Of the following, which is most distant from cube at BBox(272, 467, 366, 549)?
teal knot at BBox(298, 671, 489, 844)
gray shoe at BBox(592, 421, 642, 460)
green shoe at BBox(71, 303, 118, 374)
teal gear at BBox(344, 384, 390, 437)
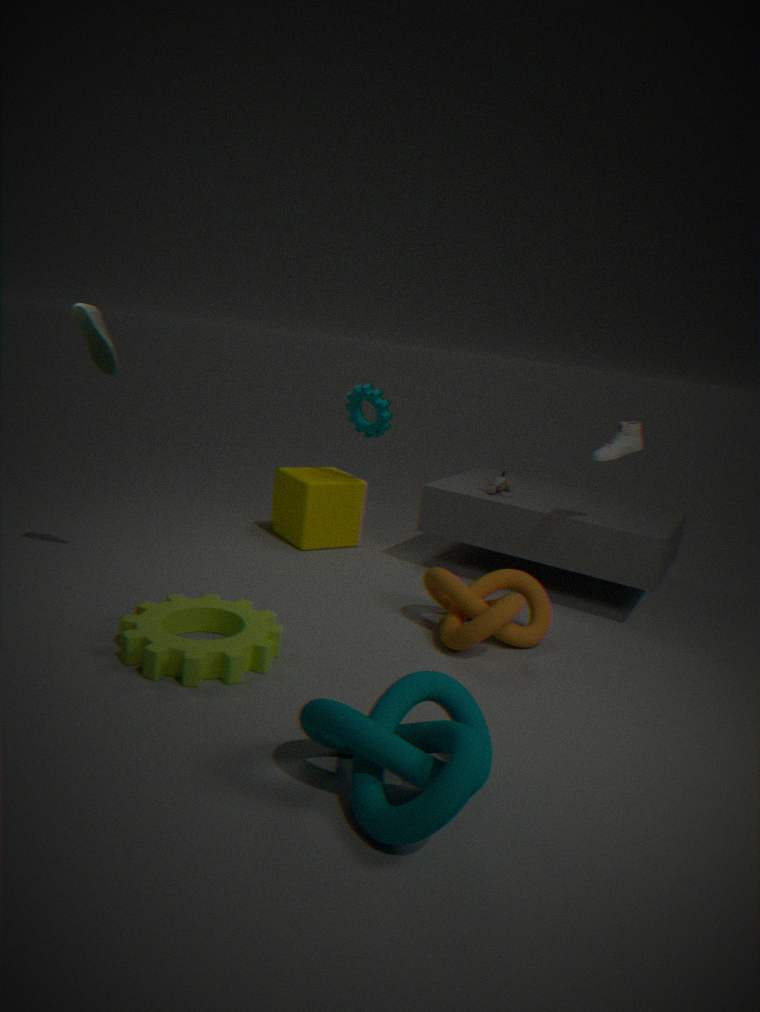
teal knot at BBox(298, 671, 489, 844)
